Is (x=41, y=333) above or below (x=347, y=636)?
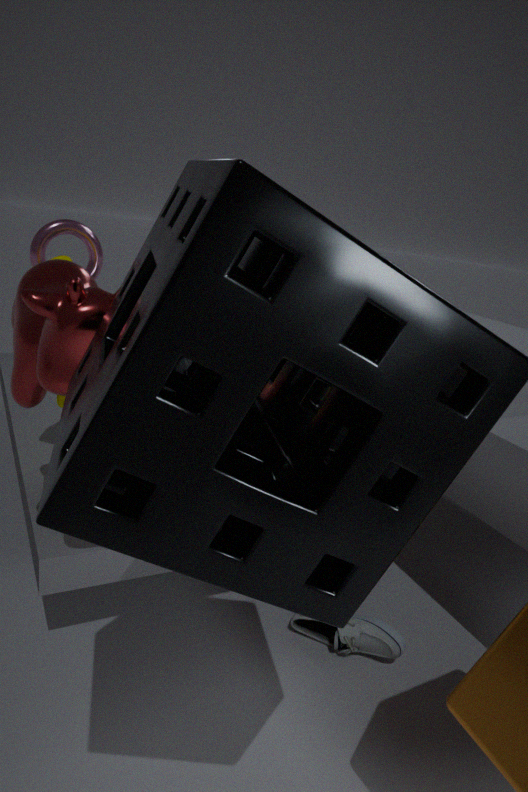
above
